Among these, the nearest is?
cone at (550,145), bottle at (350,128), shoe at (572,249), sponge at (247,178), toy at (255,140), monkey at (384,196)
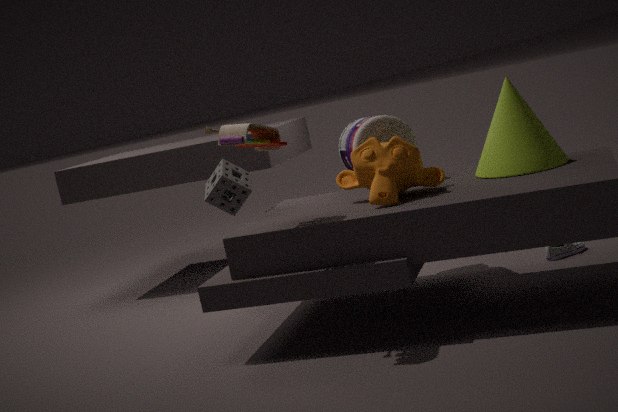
toy at (255,140)
